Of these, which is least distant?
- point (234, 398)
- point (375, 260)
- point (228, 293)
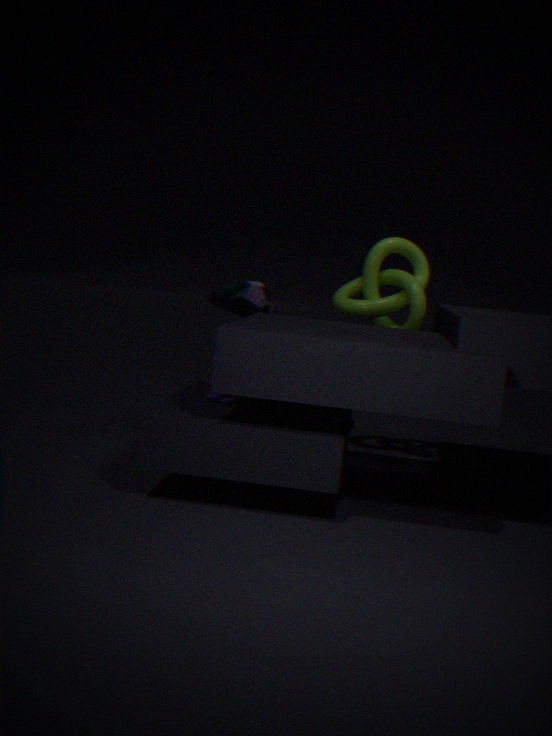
point (234, 398)
